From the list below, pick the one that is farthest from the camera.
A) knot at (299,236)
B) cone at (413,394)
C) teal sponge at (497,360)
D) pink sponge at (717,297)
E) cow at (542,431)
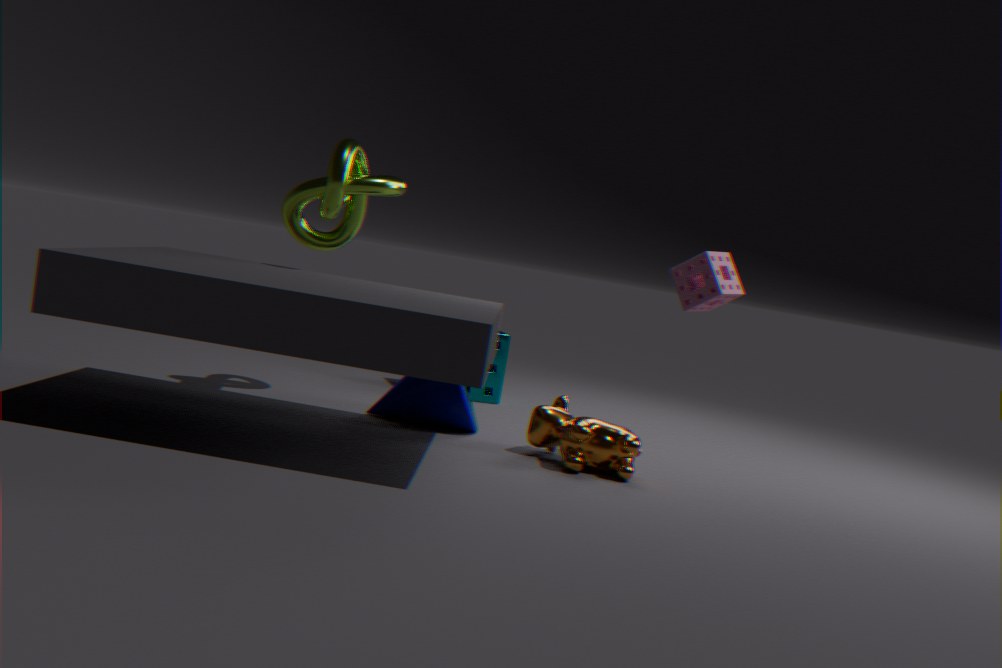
teal sponge at (497,360)
